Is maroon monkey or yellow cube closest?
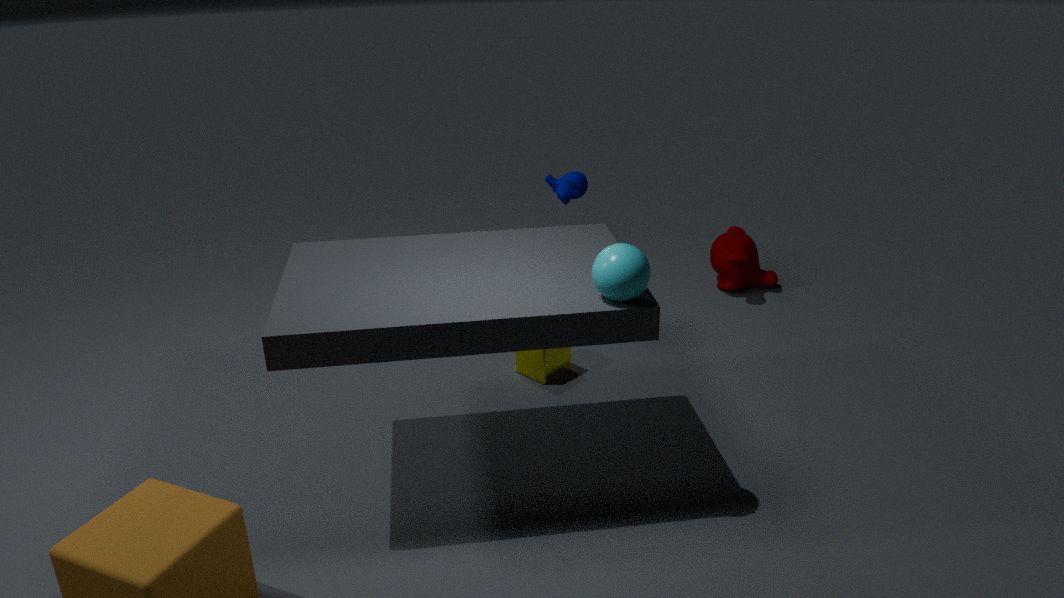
yellow cube
